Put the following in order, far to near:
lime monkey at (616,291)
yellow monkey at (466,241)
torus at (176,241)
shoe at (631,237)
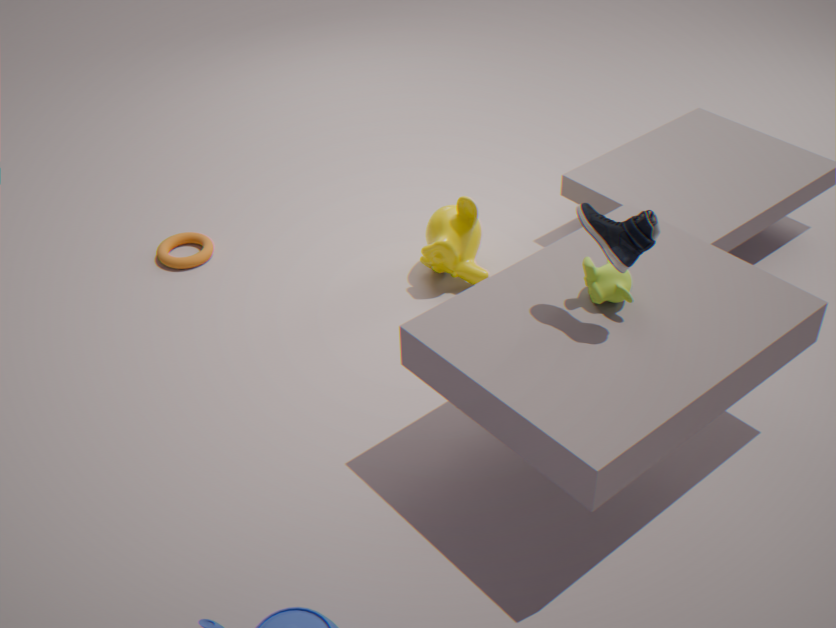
torus at (176,241) < yellow monkey at (466,241) < lime monkey at (616,291) < shoe at (631,237)
